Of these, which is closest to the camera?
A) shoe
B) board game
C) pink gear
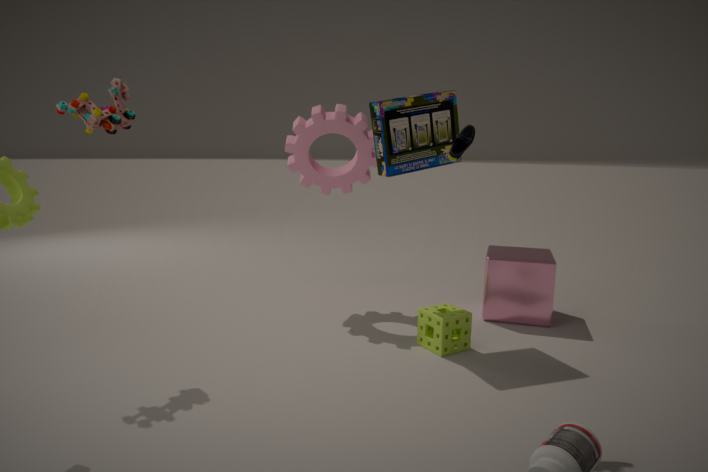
shoe
